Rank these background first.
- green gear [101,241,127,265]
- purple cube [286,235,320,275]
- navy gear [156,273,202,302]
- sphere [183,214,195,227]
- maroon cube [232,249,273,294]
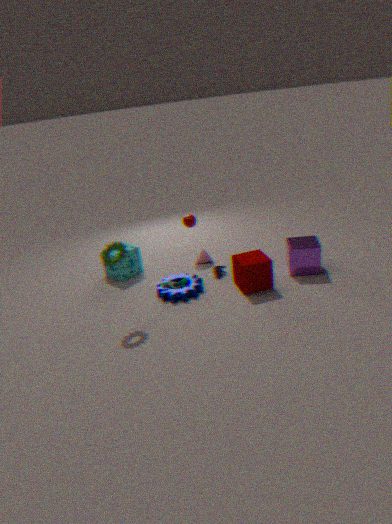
1. sphere [183,214,195,227]
2. purple cube [286,235,320,275]
3. navy gear [156,273,202,302]
4. maroon cube [232,249,273,294]
5. green gear [101,241,127,265]
